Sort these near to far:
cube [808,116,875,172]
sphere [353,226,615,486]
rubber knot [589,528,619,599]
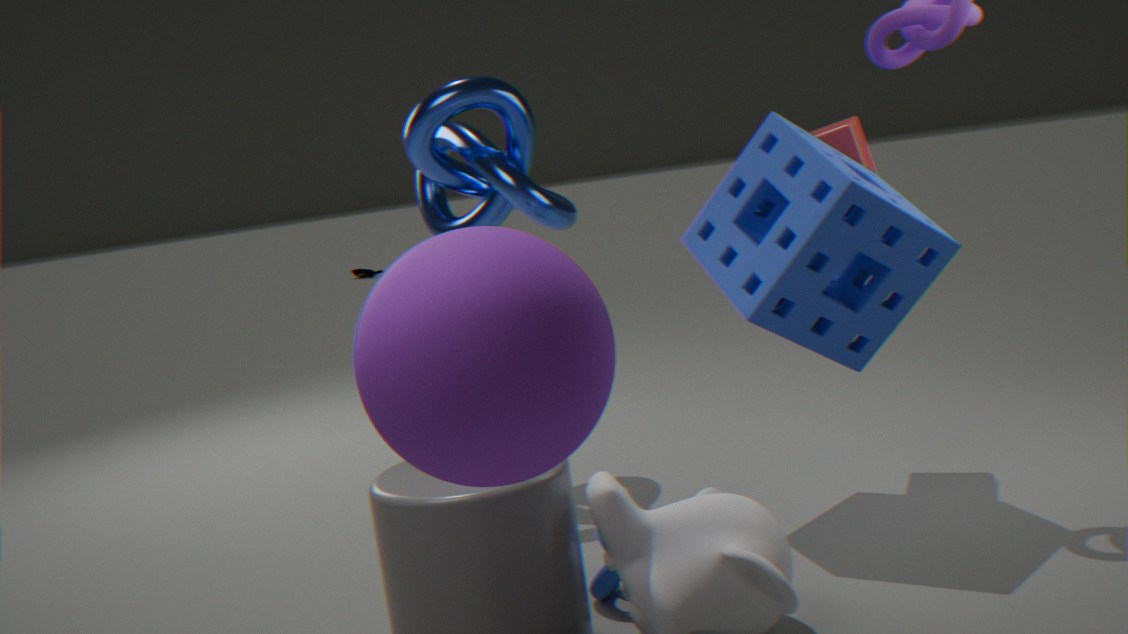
sphere [353,226,615,486]
rubber knot [589,528,619,599]
cube [808,116,875,172]
